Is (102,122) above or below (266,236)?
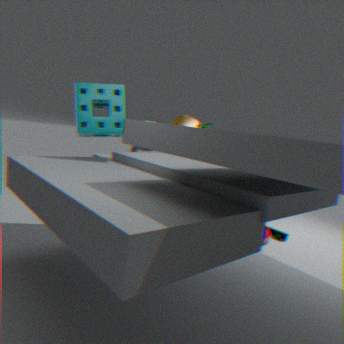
above
